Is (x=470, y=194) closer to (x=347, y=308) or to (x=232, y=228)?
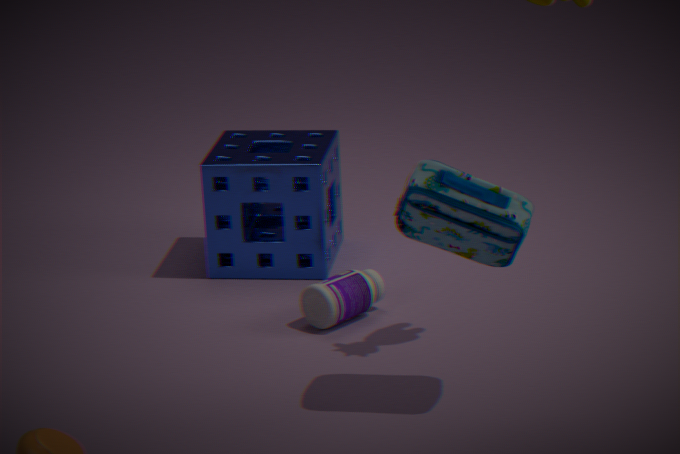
(x=347, y=308)
